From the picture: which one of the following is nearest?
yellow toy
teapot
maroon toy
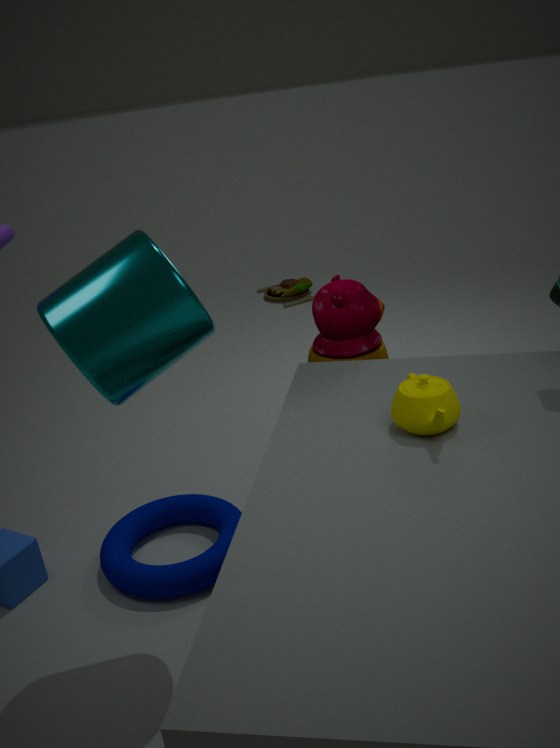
teapot
